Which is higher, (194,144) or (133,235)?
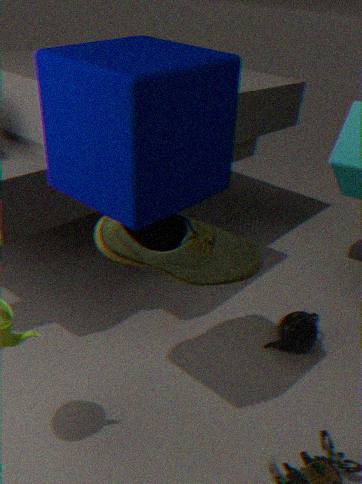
(194,144)
